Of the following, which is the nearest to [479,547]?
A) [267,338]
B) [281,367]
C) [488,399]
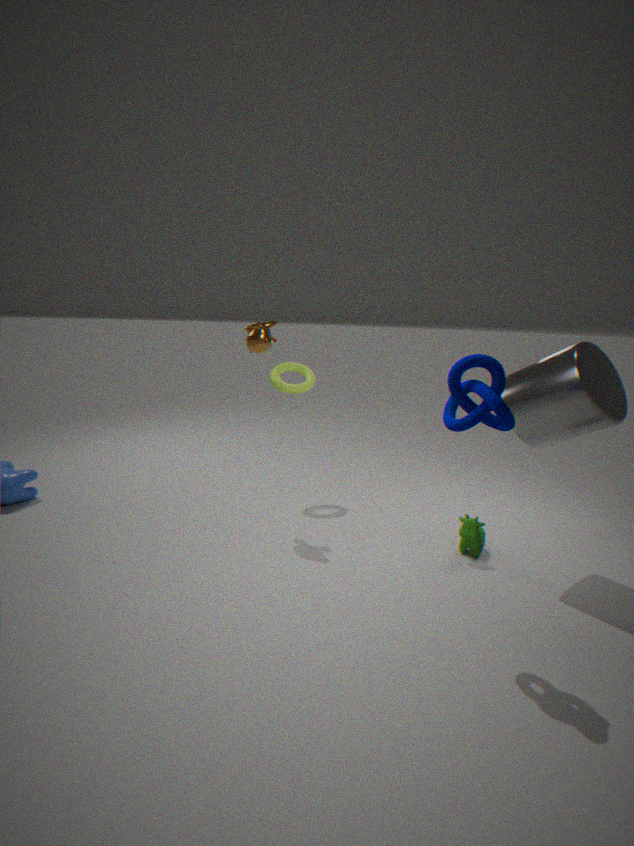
[488,399]
